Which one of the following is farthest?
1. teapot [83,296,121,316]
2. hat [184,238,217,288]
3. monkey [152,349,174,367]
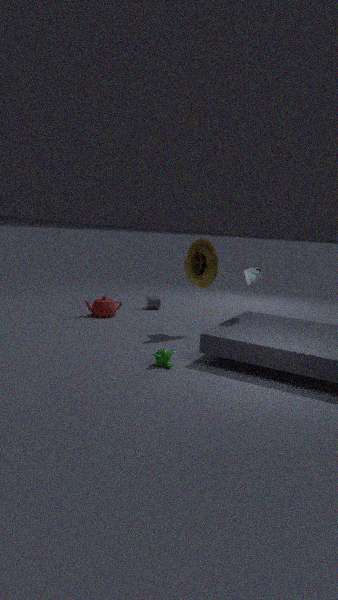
teapot [83,296,121,316]
